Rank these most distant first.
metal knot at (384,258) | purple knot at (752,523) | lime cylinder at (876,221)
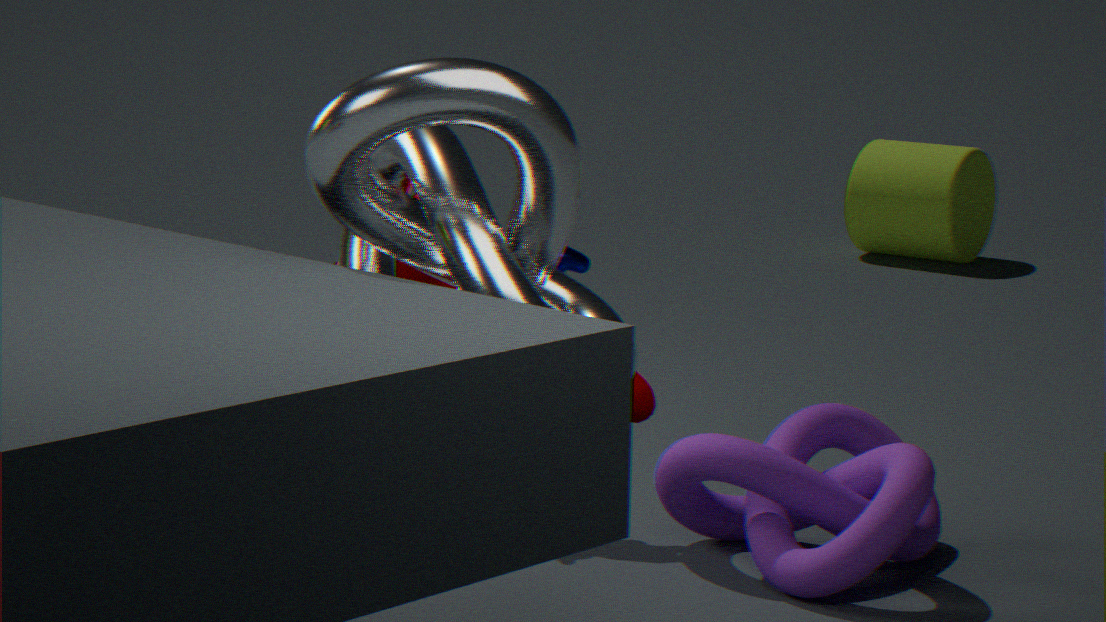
lime cylinder at (876,221), purple knot at (752,523), metal knot at (384,258)
